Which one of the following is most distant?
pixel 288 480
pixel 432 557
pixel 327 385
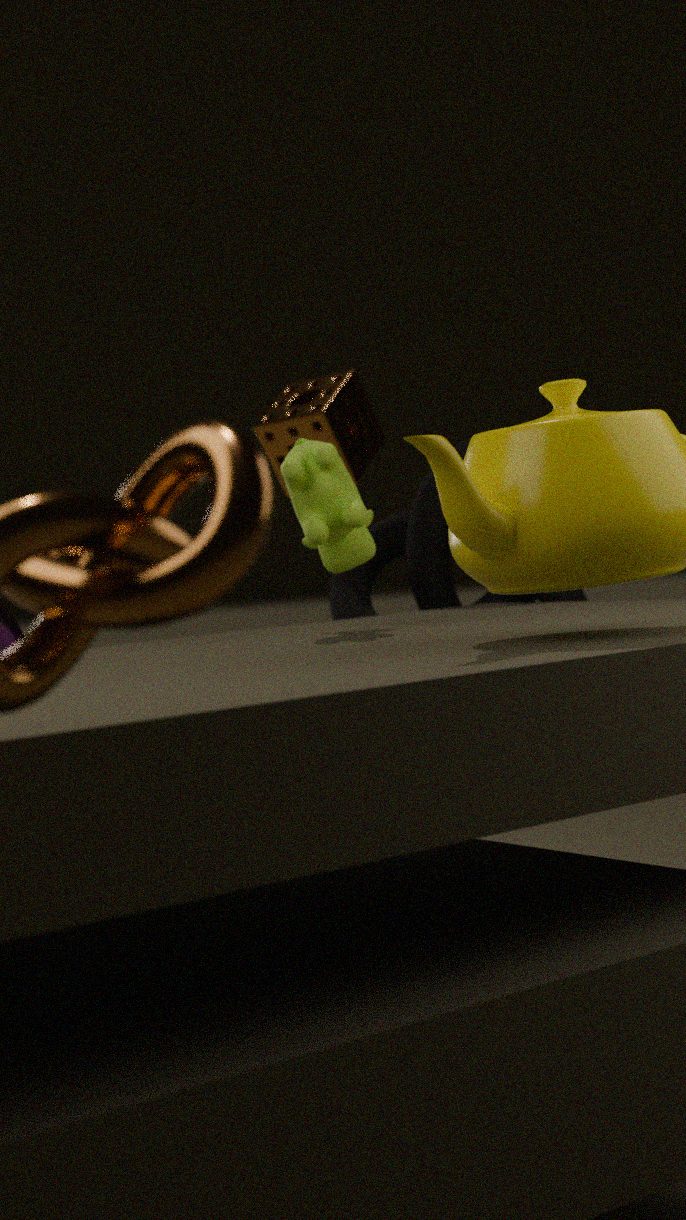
pixel 327 385
